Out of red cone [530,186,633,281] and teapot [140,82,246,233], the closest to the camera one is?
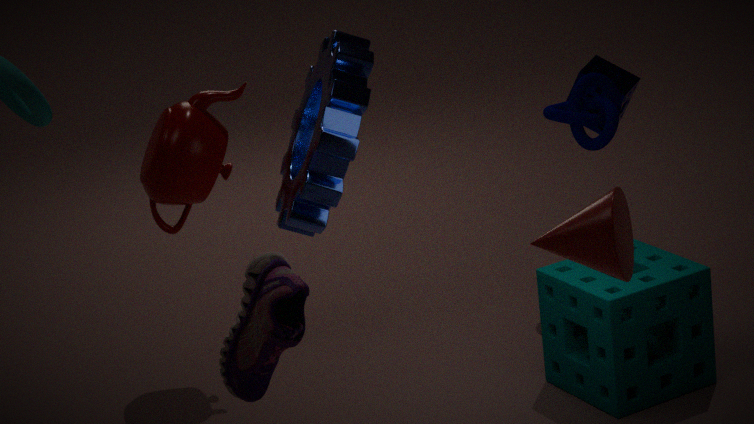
red cone [530,186,633,281]
